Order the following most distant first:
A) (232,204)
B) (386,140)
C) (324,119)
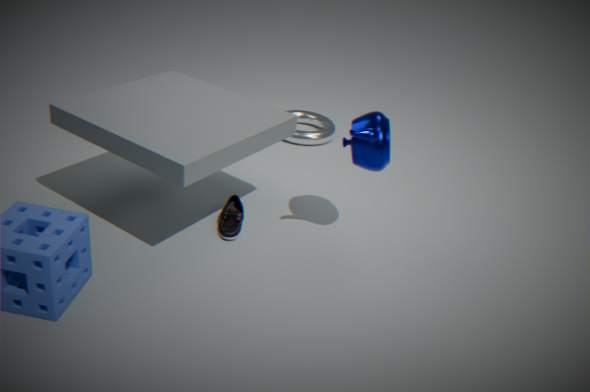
(324,119) < (232,204) < (386,140)
